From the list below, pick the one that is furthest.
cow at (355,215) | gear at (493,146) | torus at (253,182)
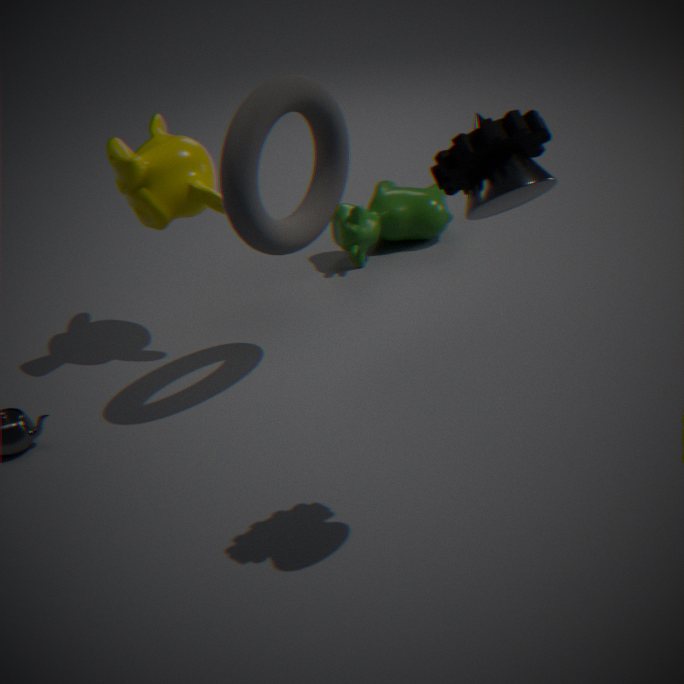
cow at (355,215)
